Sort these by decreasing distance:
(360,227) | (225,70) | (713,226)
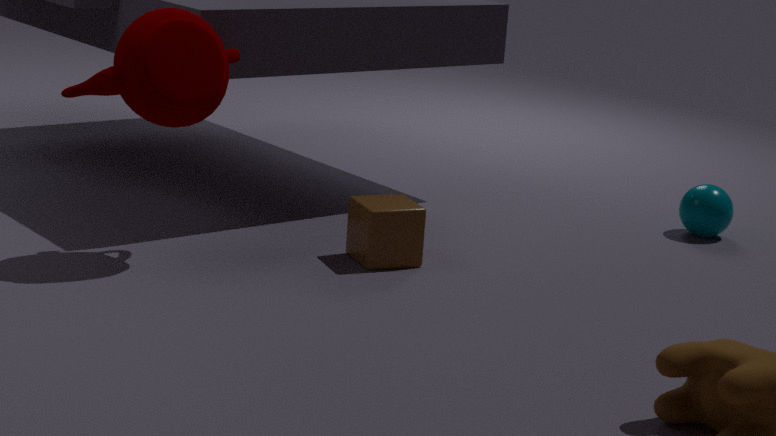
(713,226) → (360,227) → (225,70)
